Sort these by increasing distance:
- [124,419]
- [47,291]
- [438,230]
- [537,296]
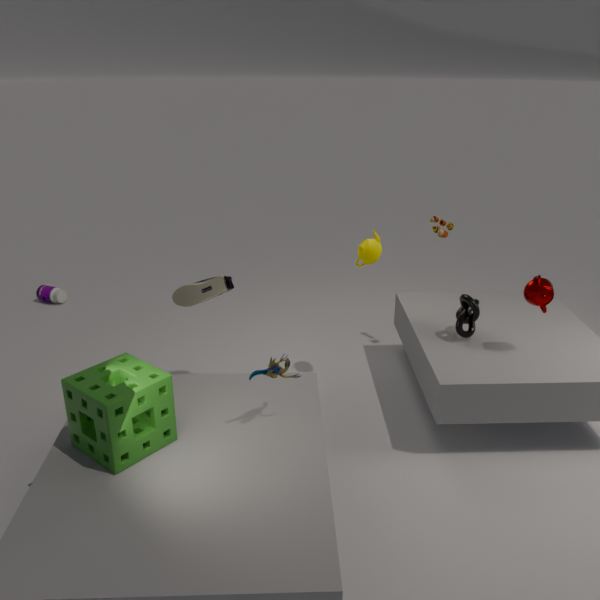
1. [124,419]
2. [537,296]
3. [438,230]
4. [47,291]
